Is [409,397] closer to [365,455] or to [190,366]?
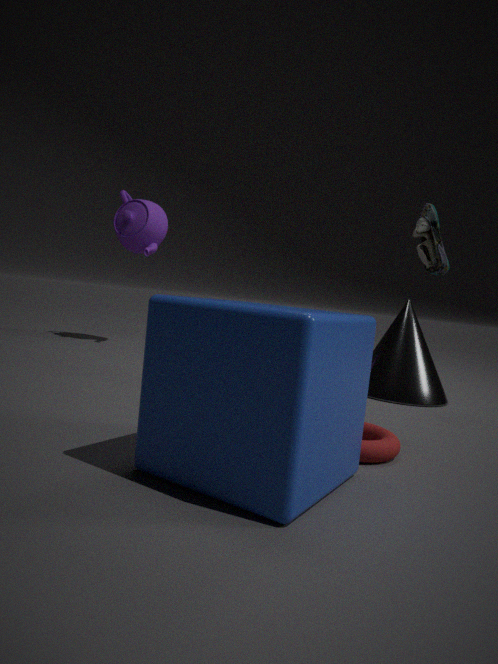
[365,455]
